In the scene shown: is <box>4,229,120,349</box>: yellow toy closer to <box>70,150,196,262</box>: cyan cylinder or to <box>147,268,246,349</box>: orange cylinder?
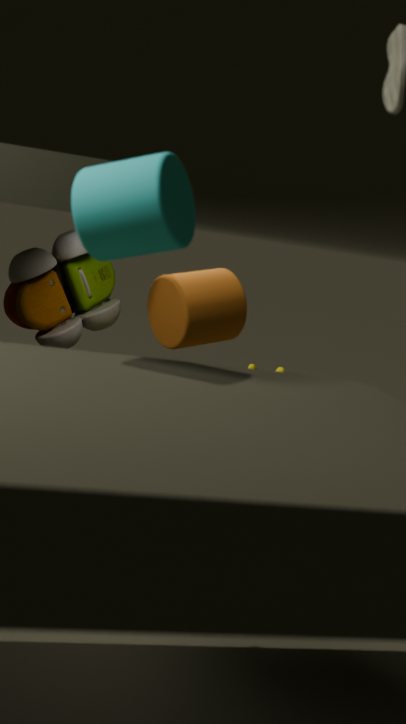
<box>147,268,246,349</box>: orange cylinder
